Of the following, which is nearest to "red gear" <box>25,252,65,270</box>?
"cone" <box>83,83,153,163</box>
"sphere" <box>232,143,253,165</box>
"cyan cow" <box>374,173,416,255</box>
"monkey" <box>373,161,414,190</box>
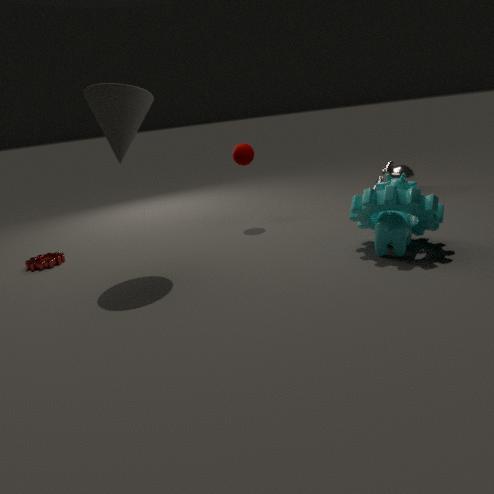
"cone" <box>83,83,153,163</box>
